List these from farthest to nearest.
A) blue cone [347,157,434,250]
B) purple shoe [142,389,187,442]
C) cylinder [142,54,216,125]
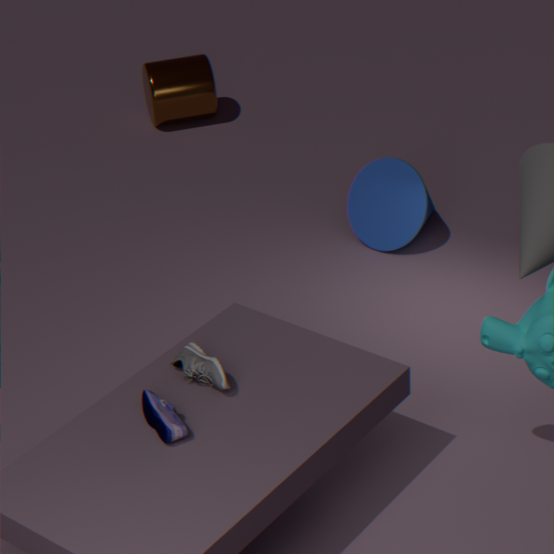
cylinder [142,54,216,125] < blue cone [347,157,434,250] < purple shoe [142,389,187,442]
